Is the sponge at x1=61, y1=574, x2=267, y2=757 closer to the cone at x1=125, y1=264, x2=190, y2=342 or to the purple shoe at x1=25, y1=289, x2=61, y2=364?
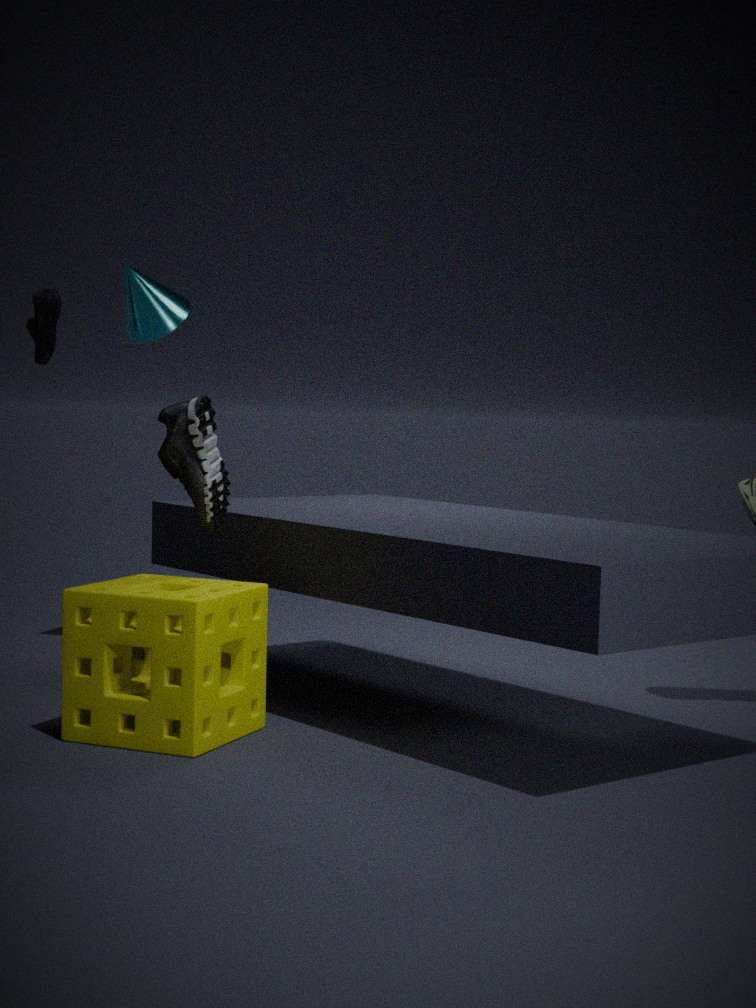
the cone at x1=125, y1=264, x2=190, y2=342
